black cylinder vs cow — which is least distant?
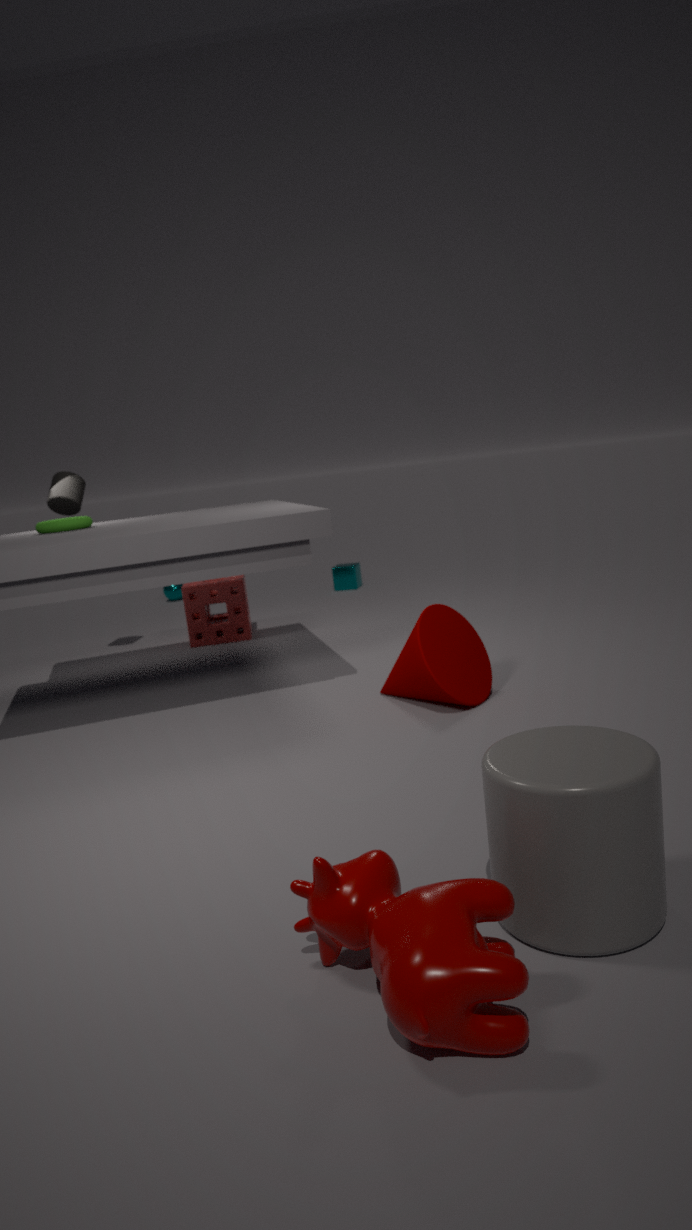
cow
